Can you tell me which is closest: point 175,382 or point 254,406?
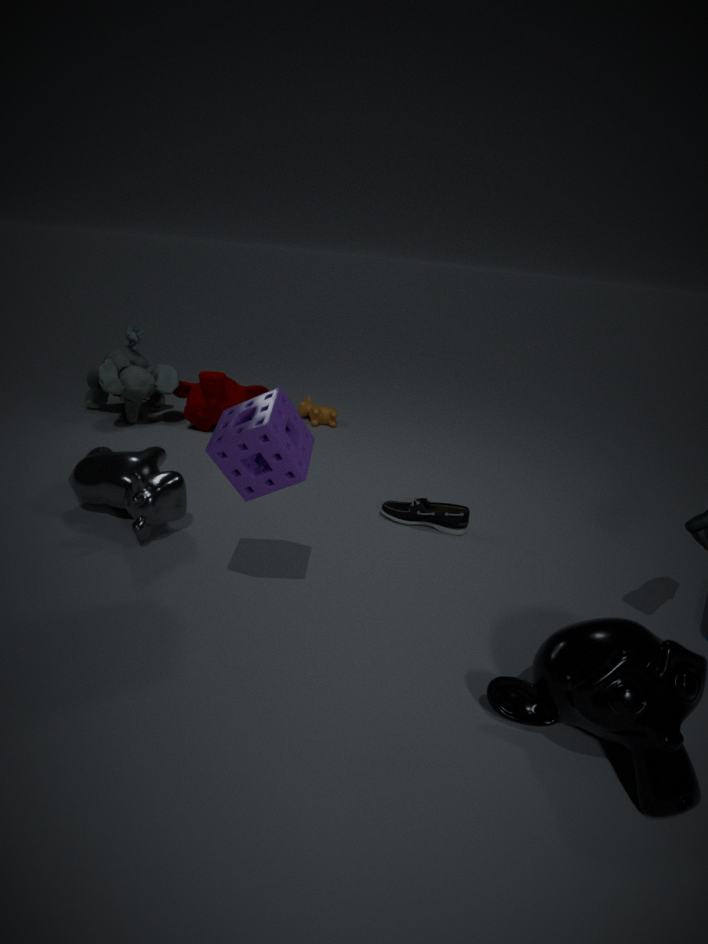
point 254,406
